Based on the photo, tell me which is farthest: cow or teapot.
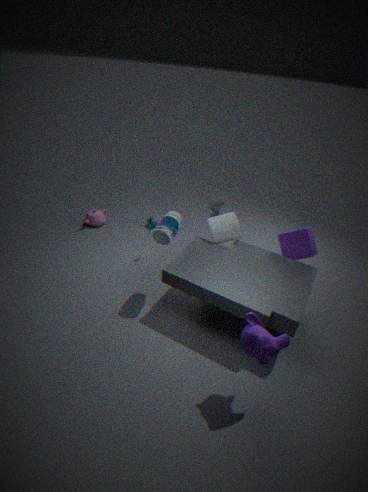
teapot
